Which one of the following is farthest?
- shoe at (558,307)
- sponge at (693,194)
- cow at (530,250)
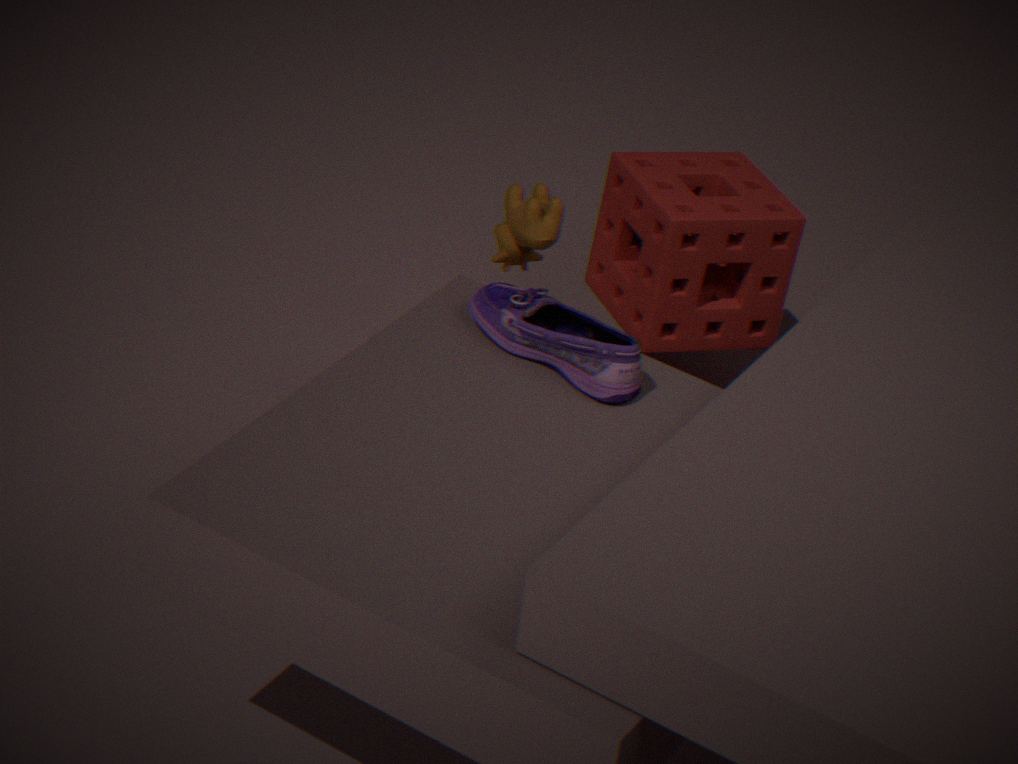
sponge at (693,194)
